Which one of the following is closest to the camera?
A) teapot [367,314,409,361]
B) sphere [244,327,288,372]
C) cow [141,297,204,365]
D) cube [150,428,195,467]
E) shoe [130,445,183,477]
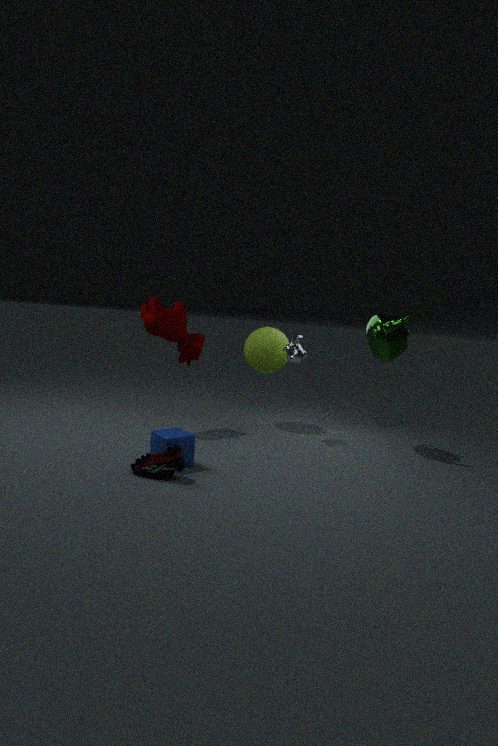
shoe [130,445,183,477]
